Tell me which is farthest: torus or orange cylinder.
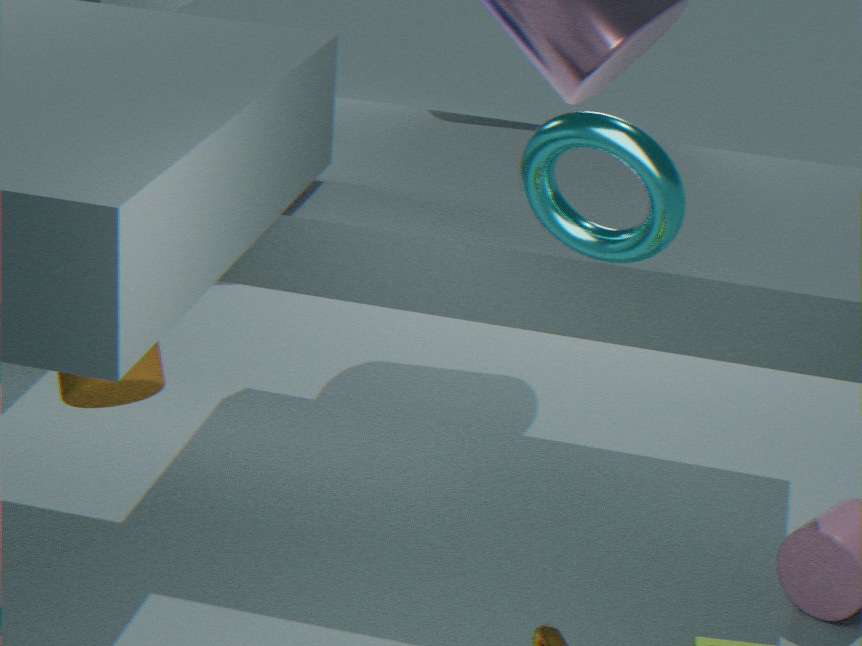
orange cylinder
